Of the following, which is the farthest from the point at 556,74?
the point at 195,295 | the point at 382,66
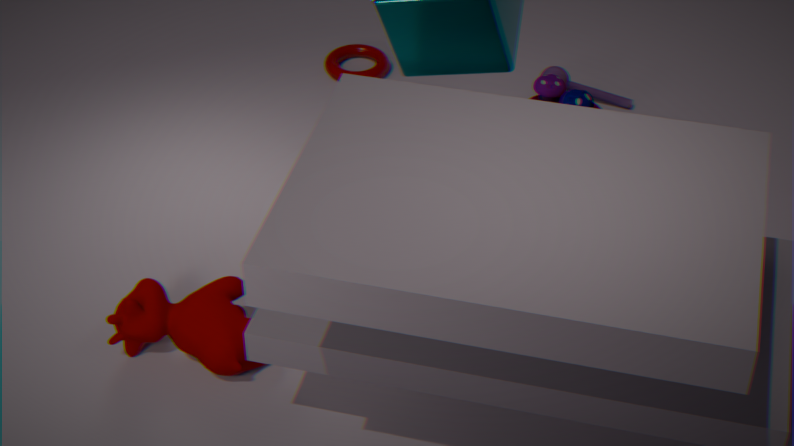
the point at 195,295
